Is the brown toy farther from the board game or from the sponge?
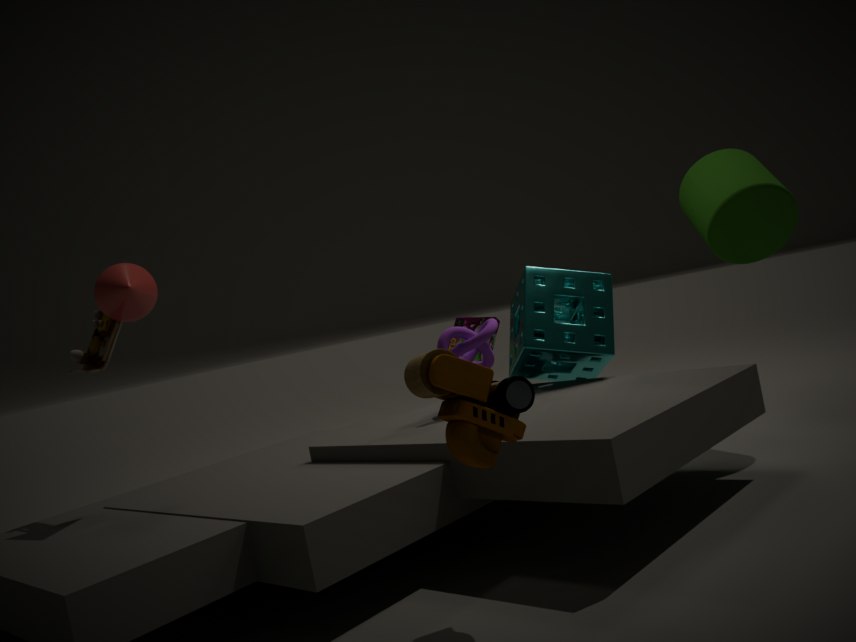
the board game
